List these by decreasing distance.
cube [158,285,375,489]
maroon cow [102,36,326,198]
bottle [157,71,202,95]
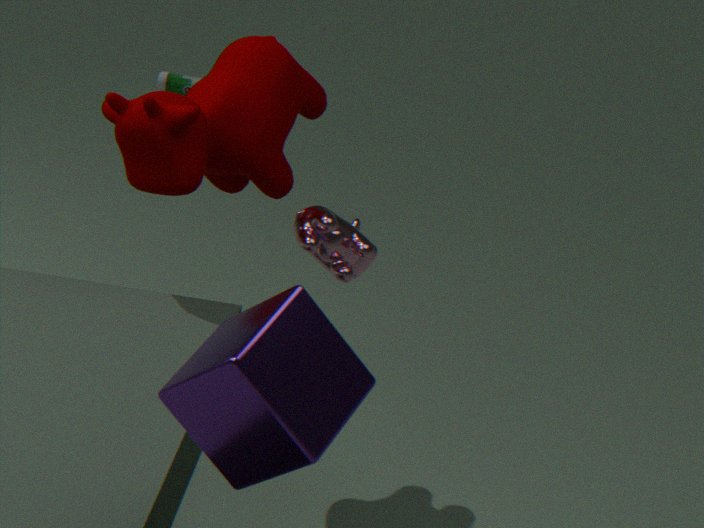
bottle [157,71,202,95]
maroon cow [102,36,326,198]
cube [158,285,375,489]
